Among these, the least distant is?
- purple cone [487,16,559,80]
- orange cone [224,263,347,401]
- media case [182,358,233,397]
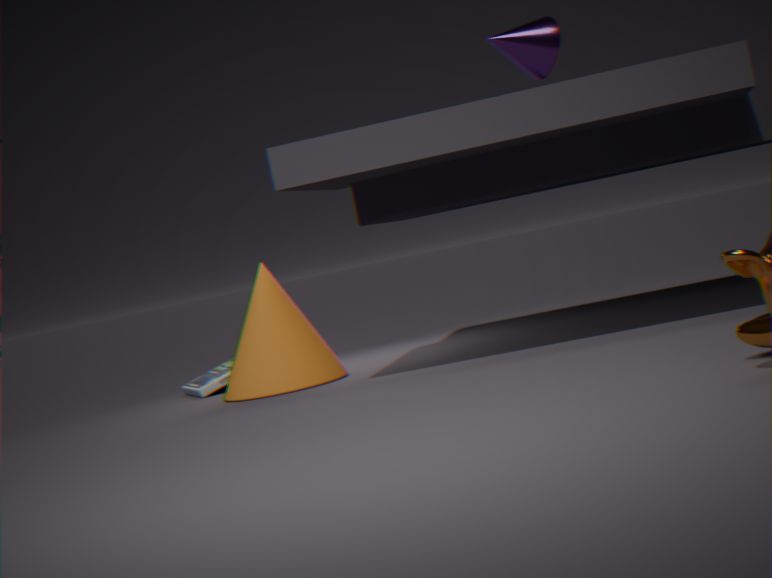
orange cone [224,263,347,401]
